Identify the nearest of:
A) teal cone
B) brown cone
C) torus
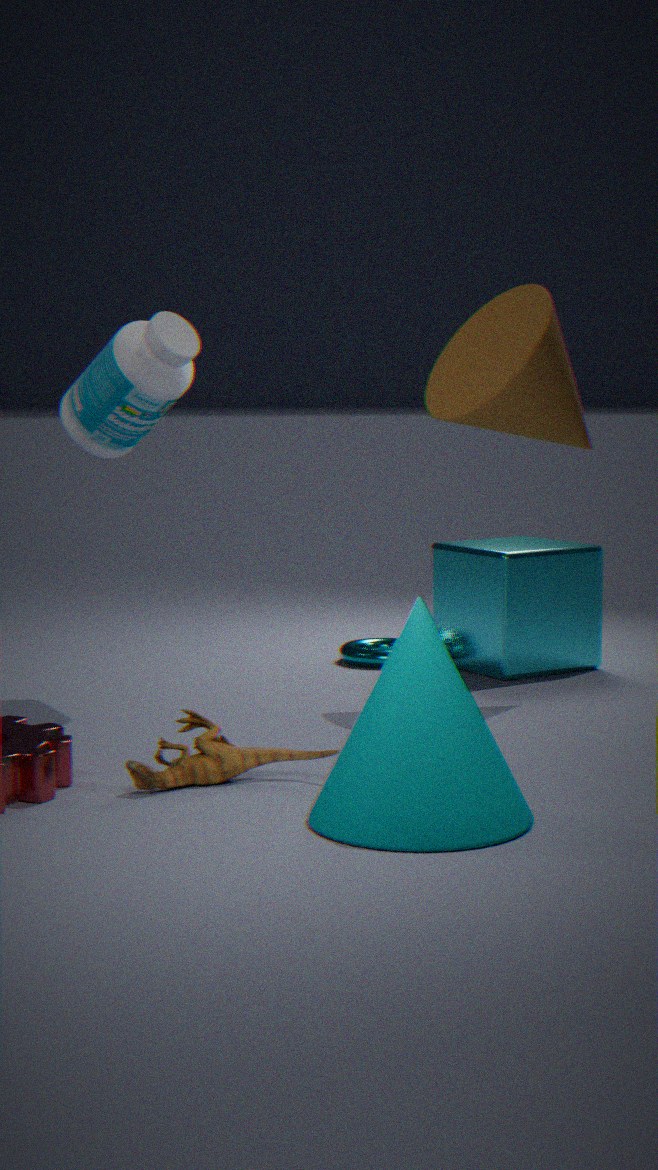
Result: teal cone
